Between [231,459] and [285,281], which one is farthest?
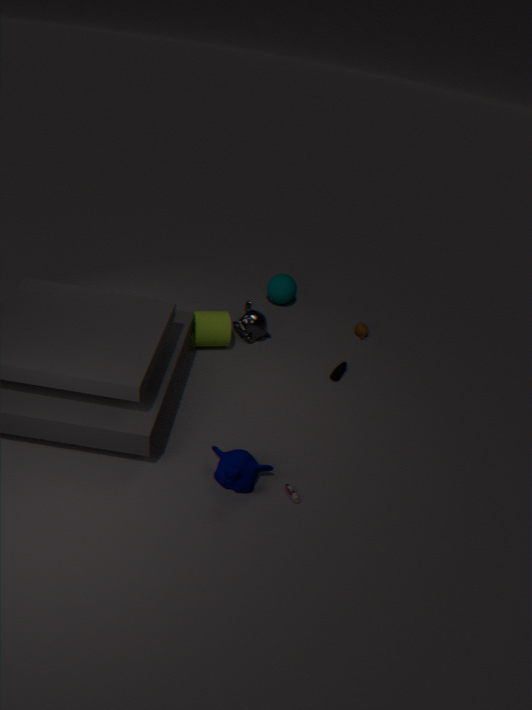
[285,281]
